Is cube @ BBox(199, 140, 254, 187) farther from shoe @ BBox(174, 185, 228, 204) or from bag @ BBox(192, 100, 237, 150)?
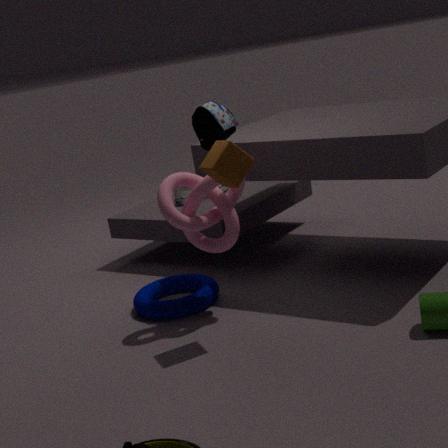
shoe @ BBox(174, 185, 228, 204)
